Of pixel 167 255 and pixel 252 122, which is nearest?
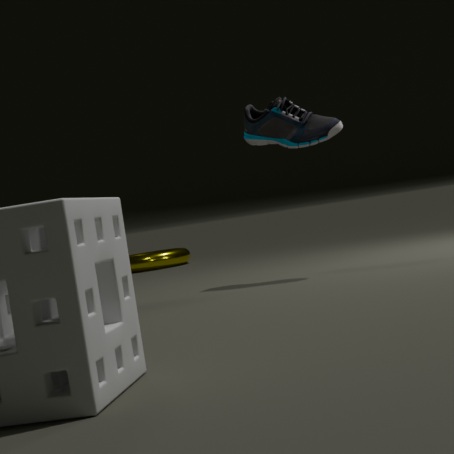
pixel 252 122
